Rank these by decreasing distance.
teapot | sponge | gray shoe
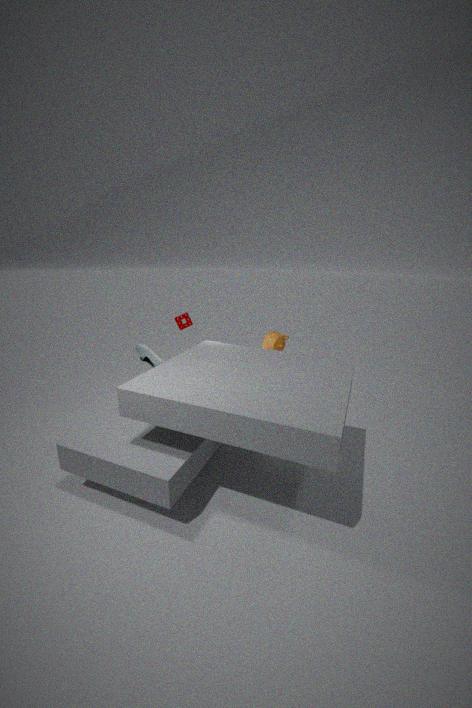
teapot, sponge, gray shoe
